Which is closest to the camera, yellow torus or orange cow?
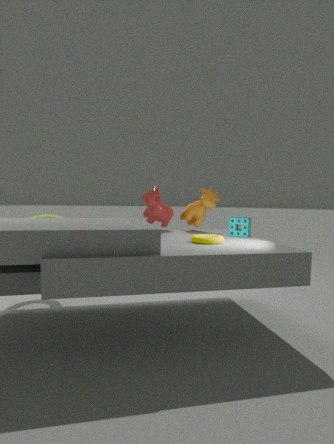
yellow torus
